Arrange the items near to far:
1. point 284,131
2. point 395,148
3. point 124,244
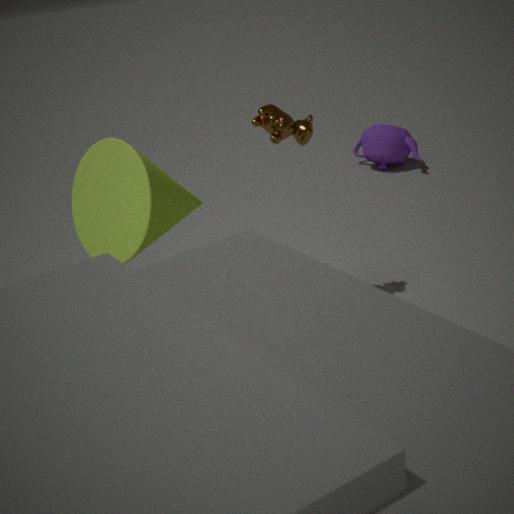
point 124,244
point 284,131
point 395,148
